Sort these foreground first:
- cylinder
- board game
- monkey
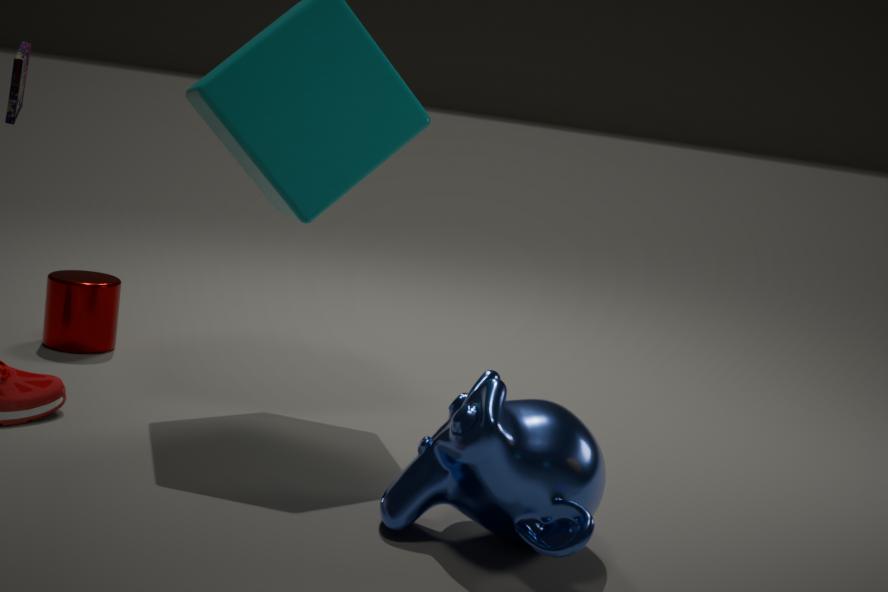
monkey, board game, cylinder
